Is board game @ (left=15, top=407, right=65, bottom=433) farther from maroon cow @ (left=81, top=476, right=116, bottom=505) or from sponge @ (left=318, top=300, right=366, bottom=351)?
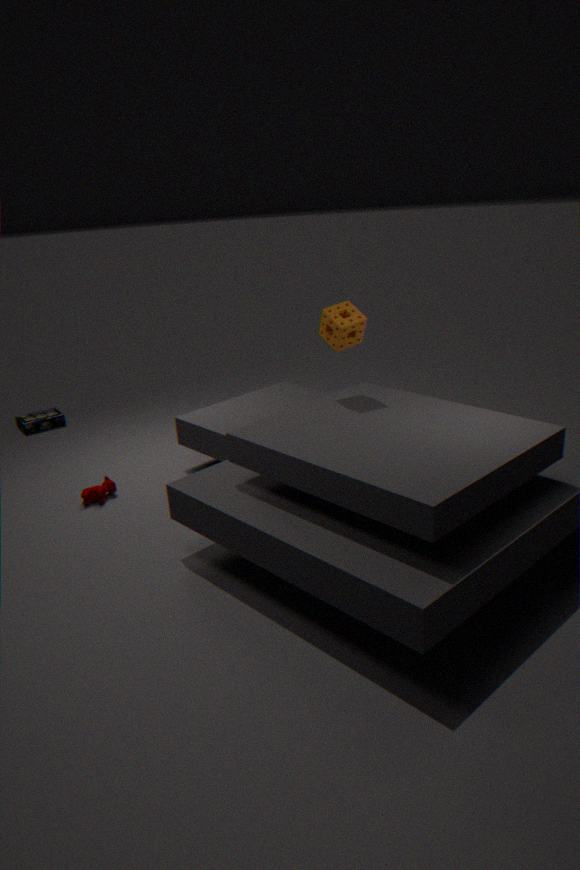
sponge @ (left=318, top=300, right=366, bottom=351)
